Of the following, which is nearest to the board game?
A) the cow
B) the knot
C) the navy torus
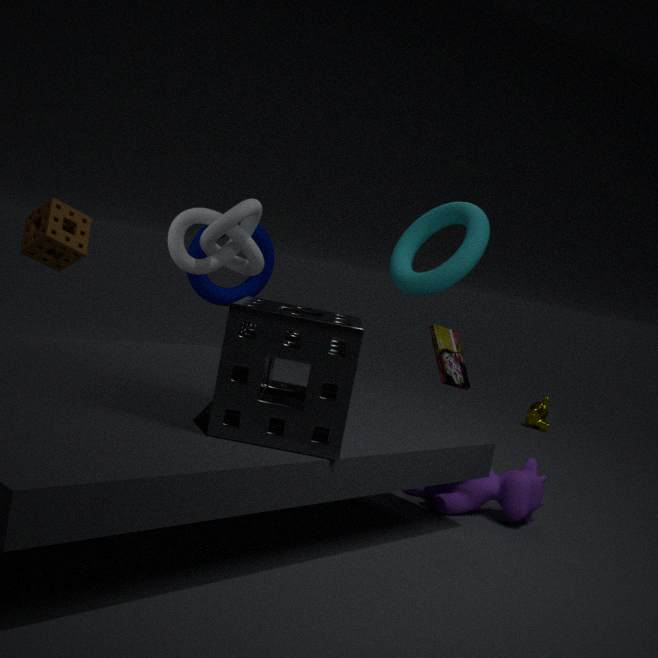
the cow
